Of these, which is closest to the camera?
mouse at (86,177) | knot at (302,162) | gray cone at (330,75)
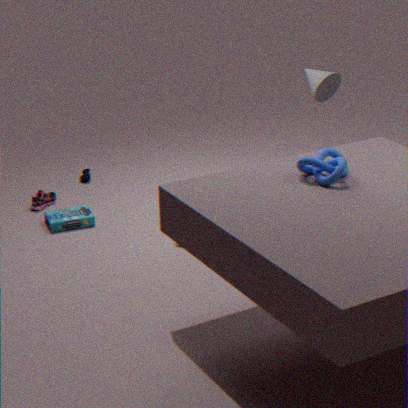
knot at (302,162)
